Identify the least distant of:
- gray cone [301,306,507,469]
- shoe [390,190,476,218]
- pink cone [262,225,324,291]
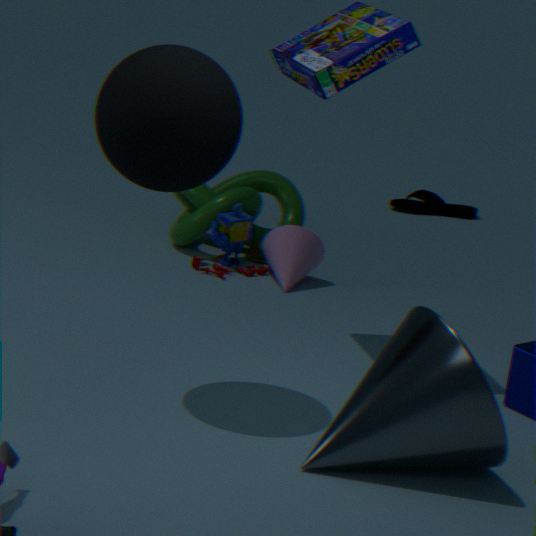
gray cone [301,306,507,469]
